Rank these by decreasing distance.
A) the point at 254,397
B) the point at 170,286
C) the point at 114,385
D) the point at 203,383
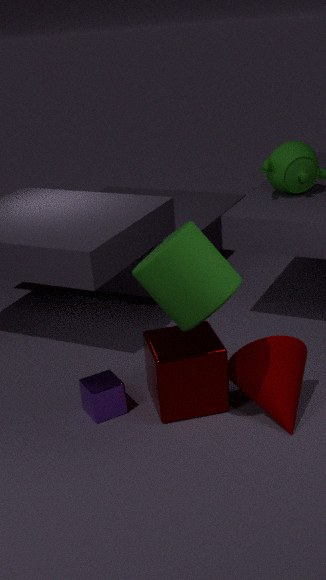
1. the point at 114,385
2. the point at 254,397
3. the point at 203,383
4. the point at 170,286
